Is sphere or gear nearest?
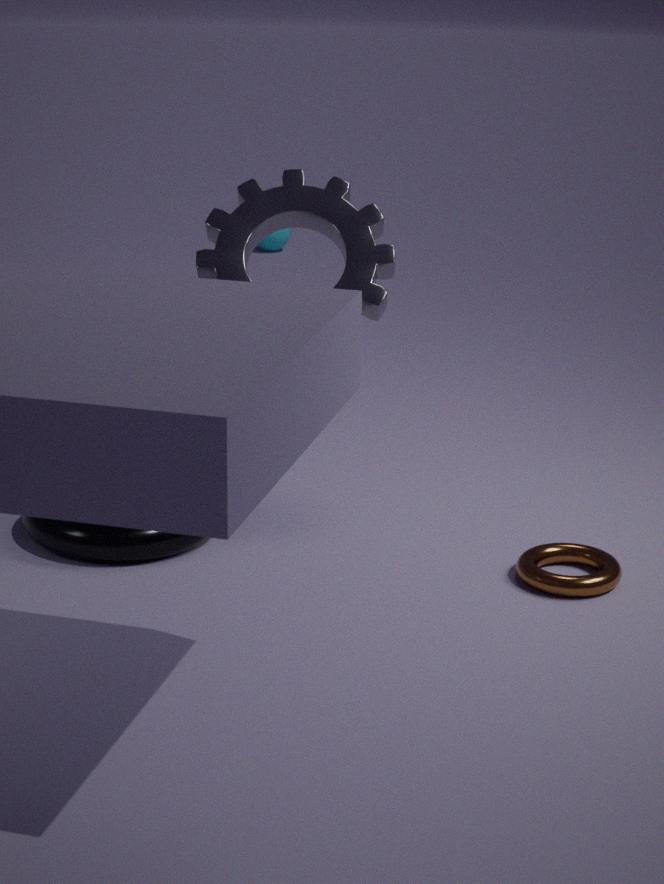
gear
